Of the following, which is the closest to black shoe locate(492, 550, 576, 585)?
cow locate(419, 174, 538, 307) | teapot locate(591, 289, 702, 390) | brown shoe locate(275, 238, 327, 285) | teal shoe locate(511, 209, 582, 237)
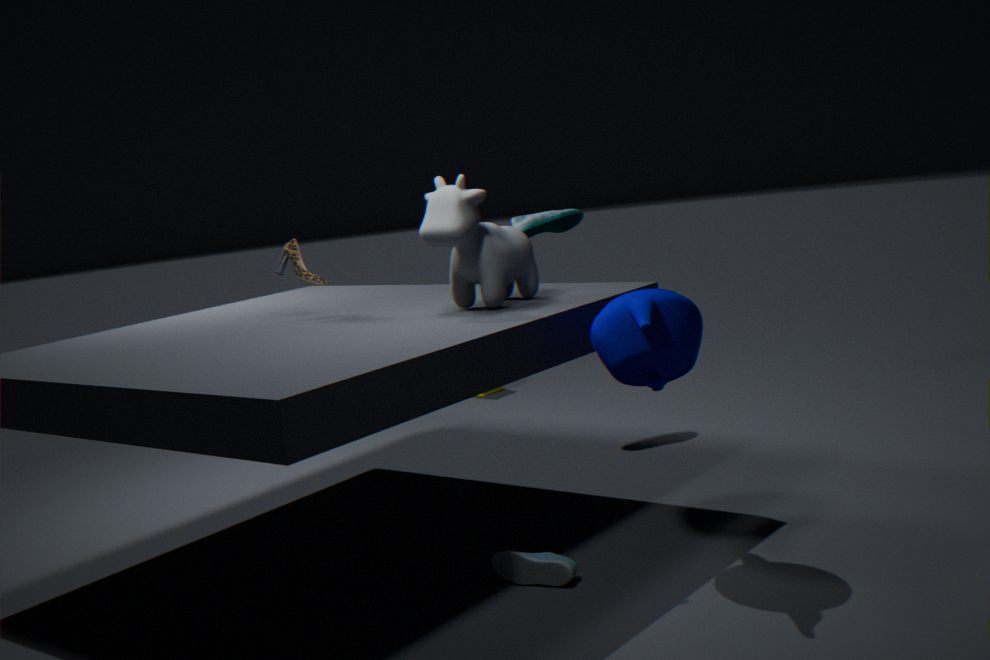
teapot locate(591, 289, 702, 390)
